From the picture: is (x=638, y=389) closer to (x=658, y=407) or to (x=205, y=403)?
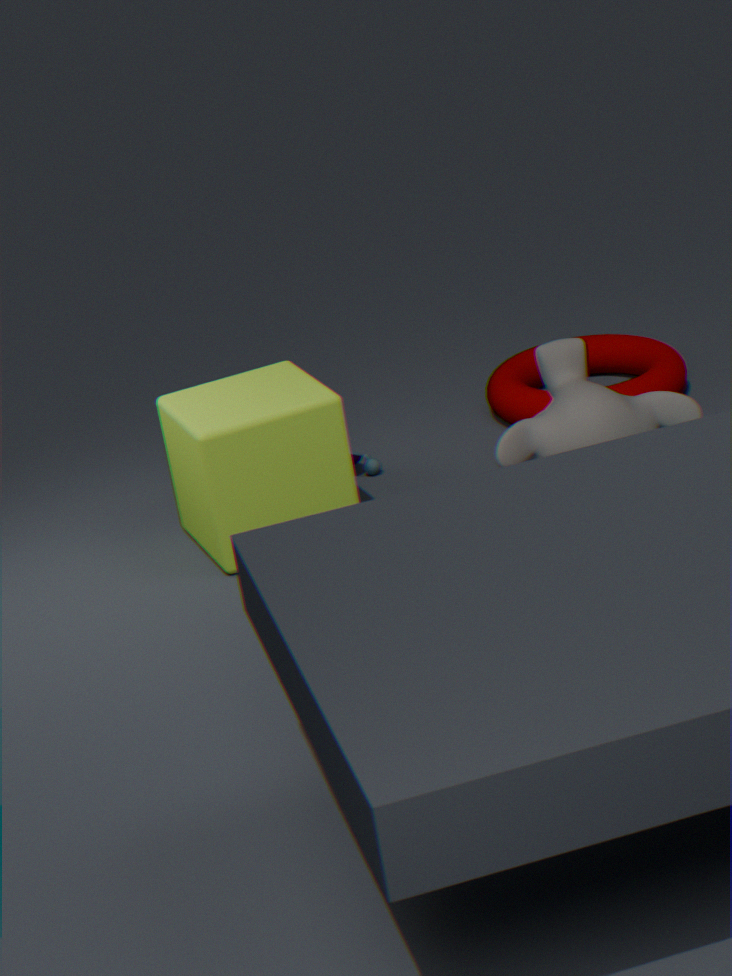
(x=658, y=407)
